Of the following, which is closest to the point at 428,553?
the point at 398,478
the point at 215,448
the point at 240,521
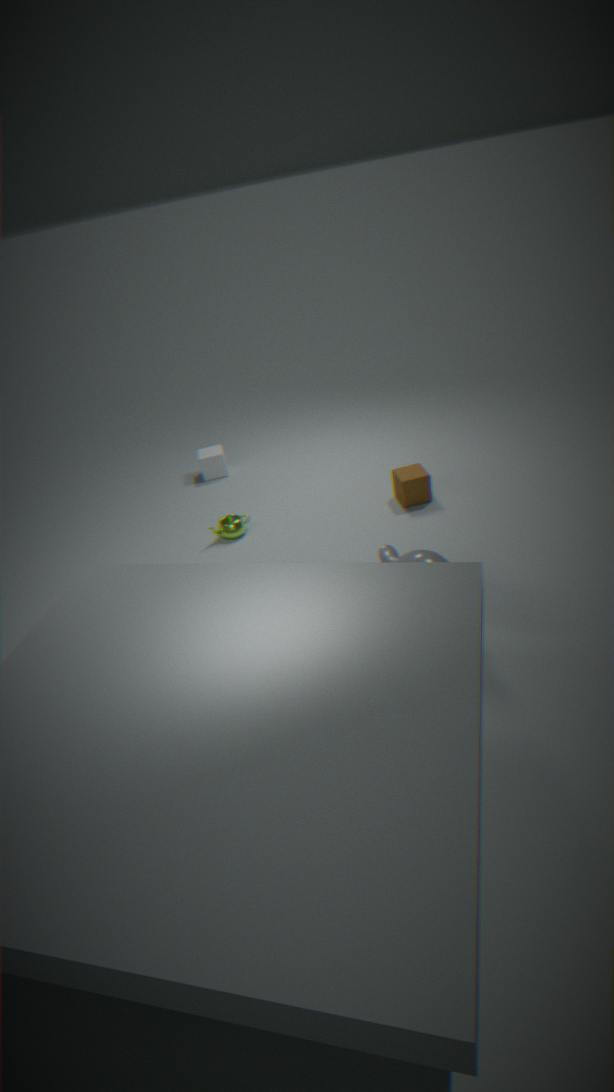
the point at 398,478
